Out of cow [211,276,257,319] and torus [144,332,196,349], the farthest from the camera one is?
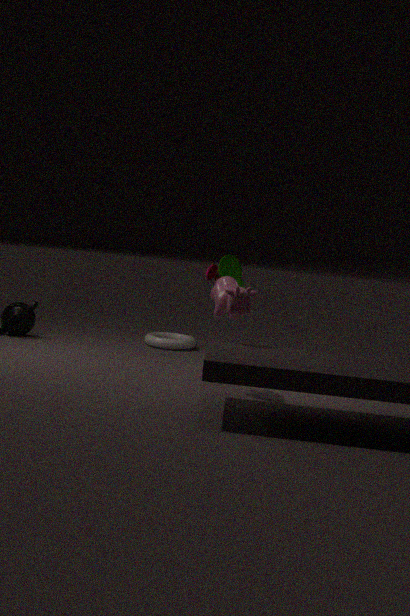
torus [144,332,196,349]
